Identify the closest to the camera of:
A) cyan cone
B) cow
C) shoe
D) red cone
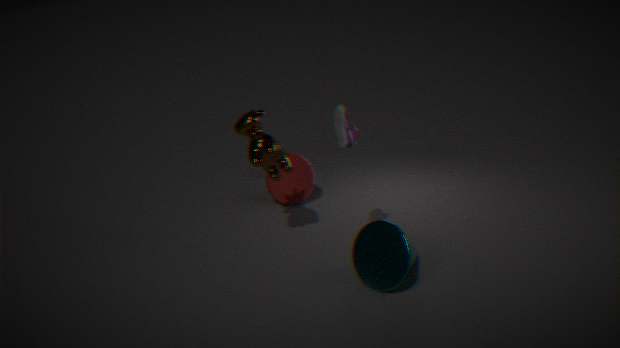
cyan cone
